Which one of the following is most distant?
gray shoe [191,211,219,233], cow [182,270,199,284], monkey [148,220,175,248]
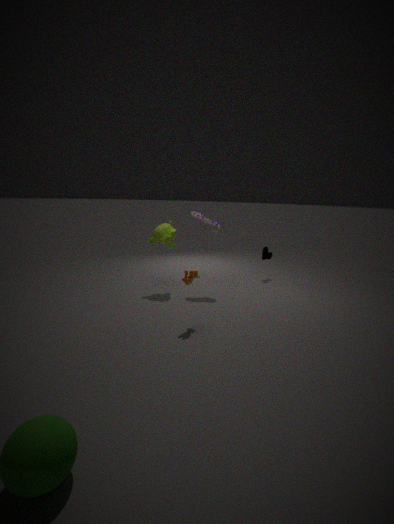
gray shoe [191,211,219,233]
